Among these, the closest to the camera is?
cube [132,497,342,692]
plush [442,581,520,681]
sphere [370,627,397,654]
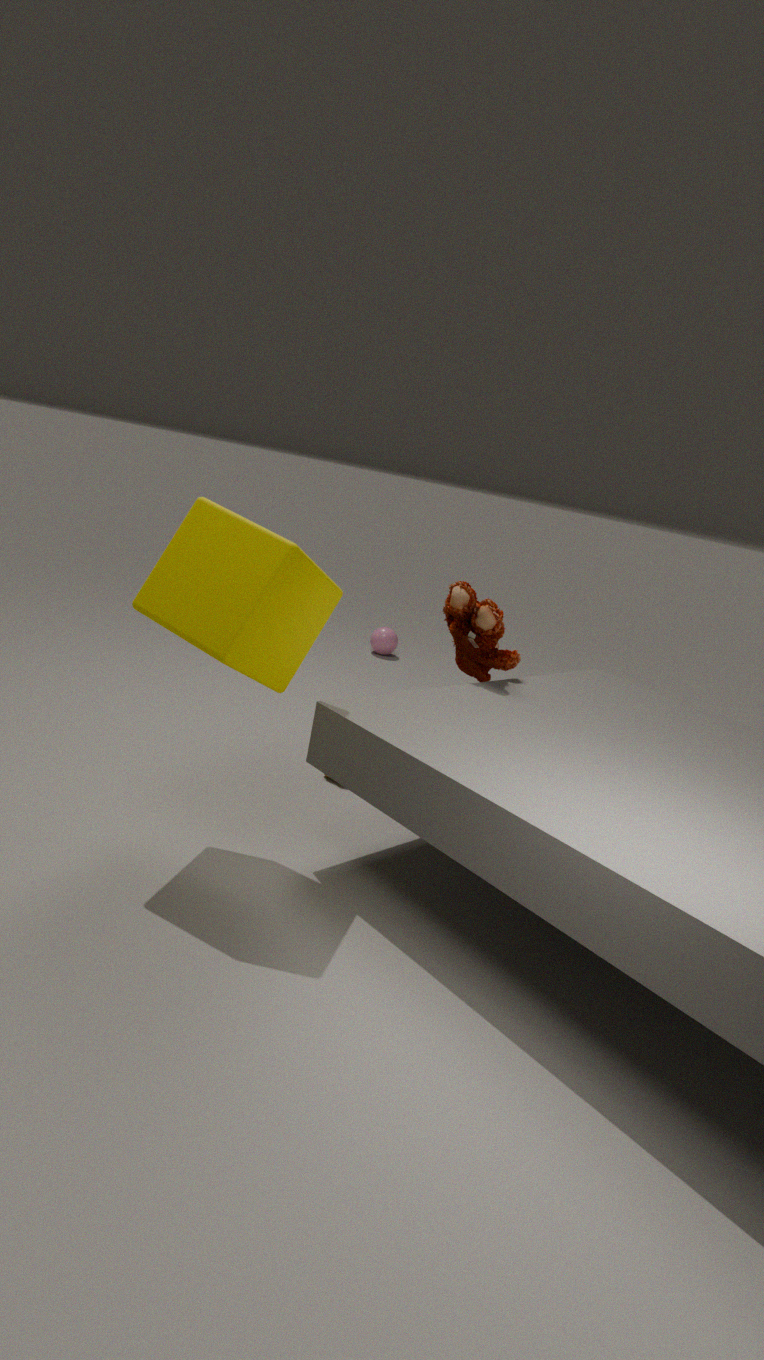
cube [132,497,342,692]
